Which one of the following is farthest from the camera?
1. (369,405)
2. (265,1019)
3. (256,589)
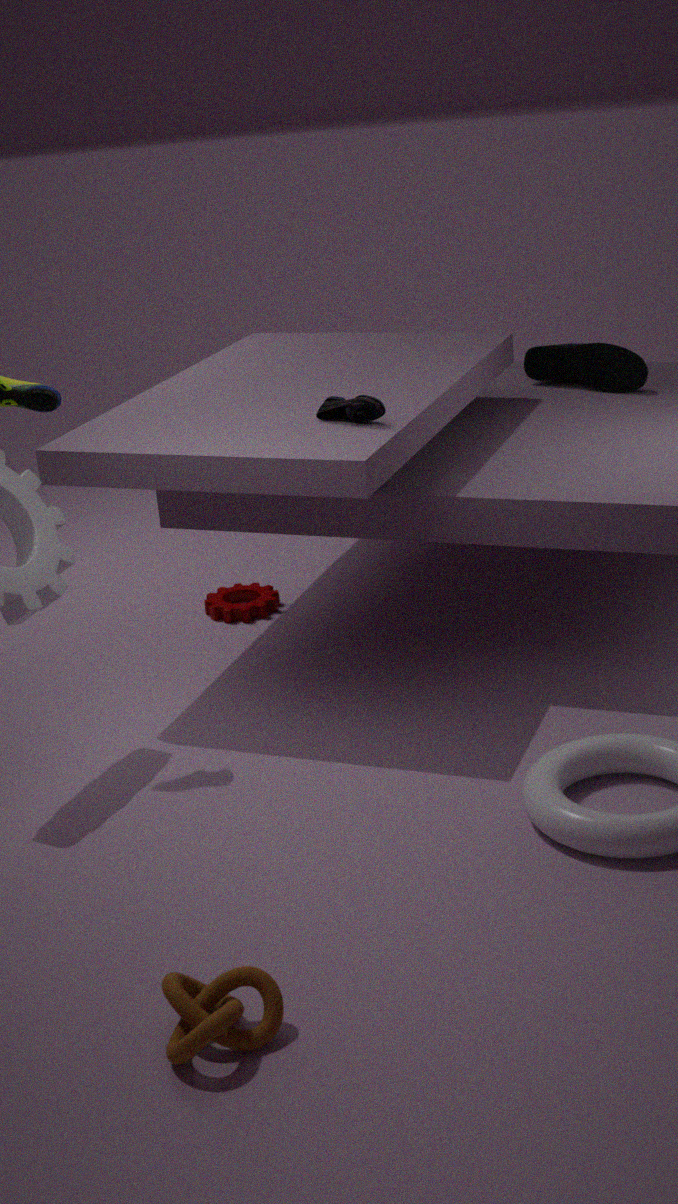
(256,589)
